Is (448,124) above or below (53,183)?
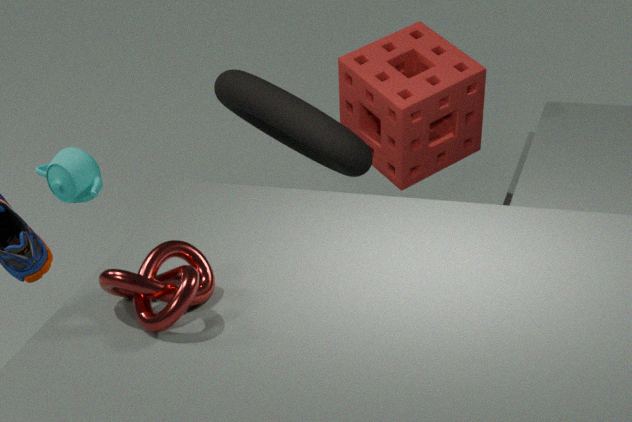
below
